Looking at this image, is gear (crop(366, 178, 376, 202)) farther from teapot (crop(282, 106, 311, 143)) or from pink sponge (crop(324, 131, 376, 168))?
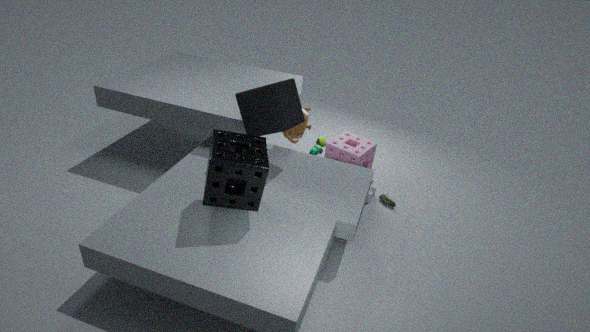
teapot (crop(282, 106, 311, 143))
